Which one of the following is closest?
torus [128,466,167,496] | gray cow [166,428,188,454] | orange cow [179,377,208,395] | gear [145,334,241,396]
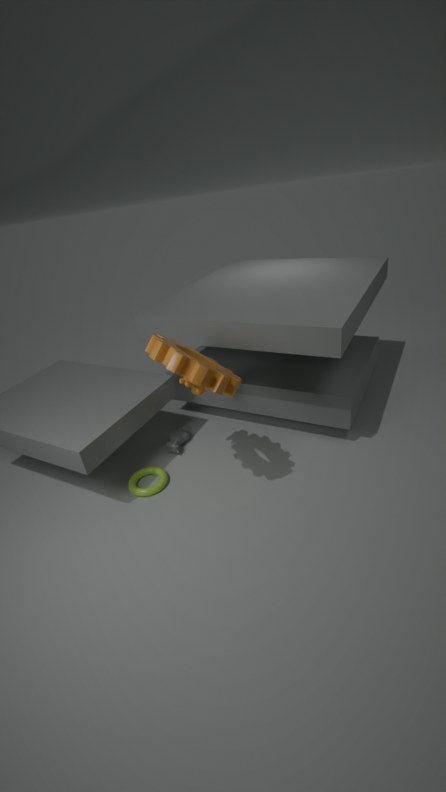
gear [145,334,241,396]
